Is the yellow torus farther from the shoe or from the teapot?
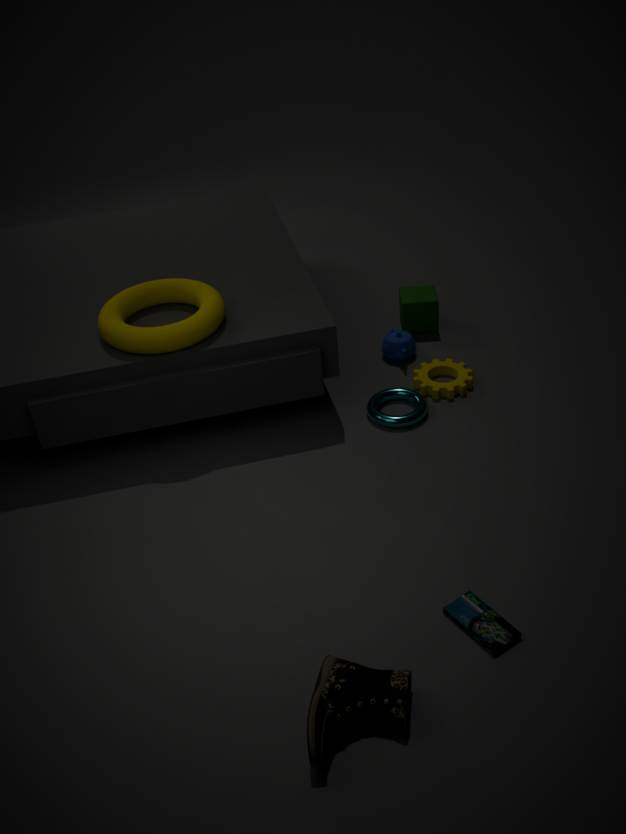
the shoe
